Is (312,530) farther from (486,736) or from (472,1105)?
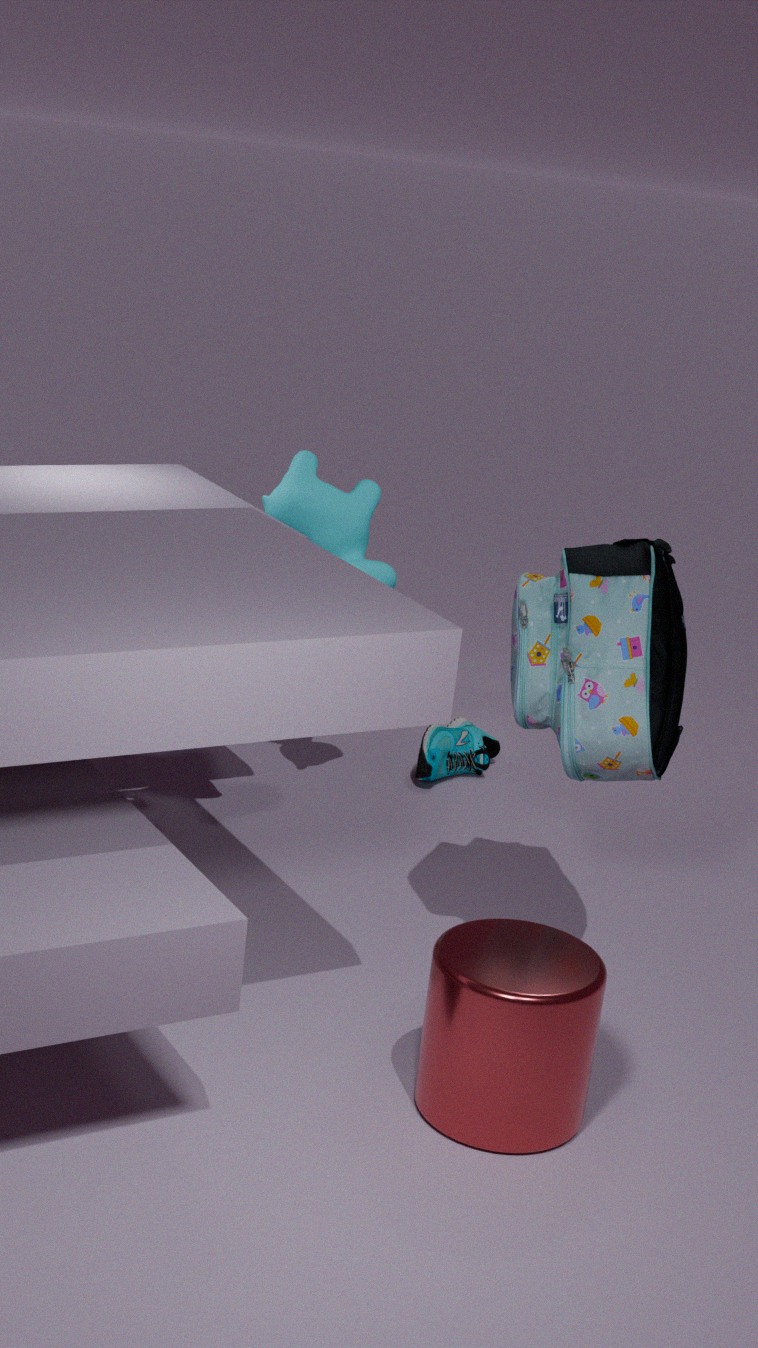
(472,1105)
